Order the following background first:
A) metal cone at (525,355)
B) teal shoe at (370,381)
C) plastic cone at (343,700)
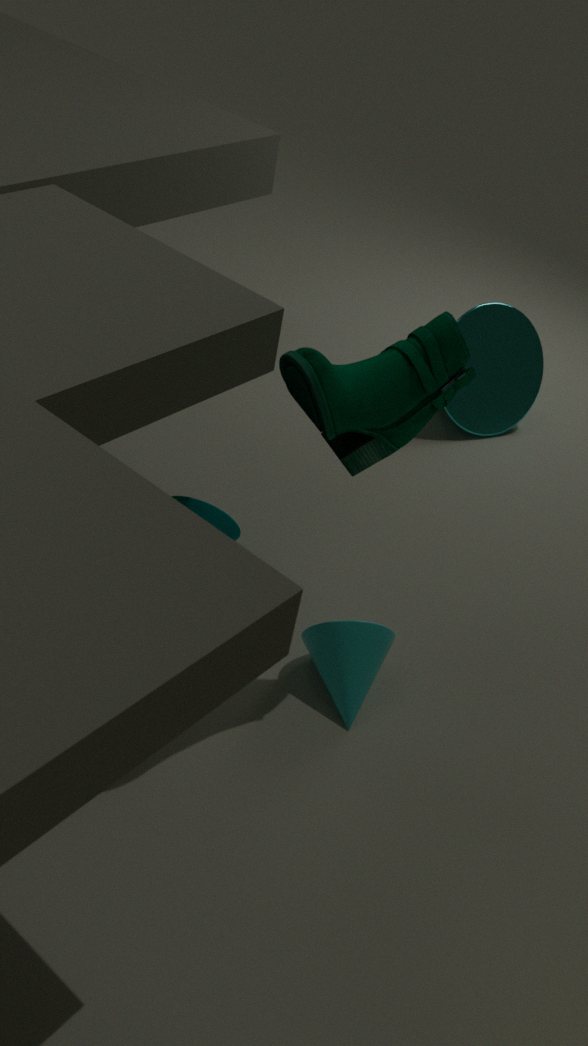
1. metal cone at (525,355)
2. plastic cone at (343,700)
3. teal shoe at (370,381)
